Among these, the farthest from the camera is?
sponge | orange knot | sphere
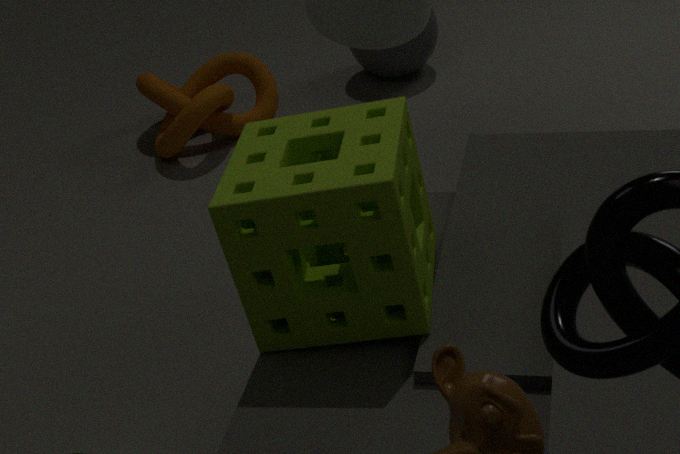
sphere
